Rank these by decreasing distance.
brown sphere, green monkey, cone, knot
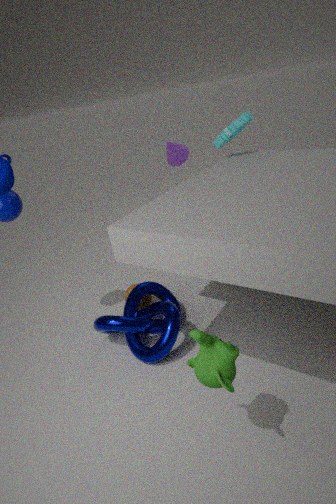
1. cone
2. brown sphere
3. knot
4. green monkey
